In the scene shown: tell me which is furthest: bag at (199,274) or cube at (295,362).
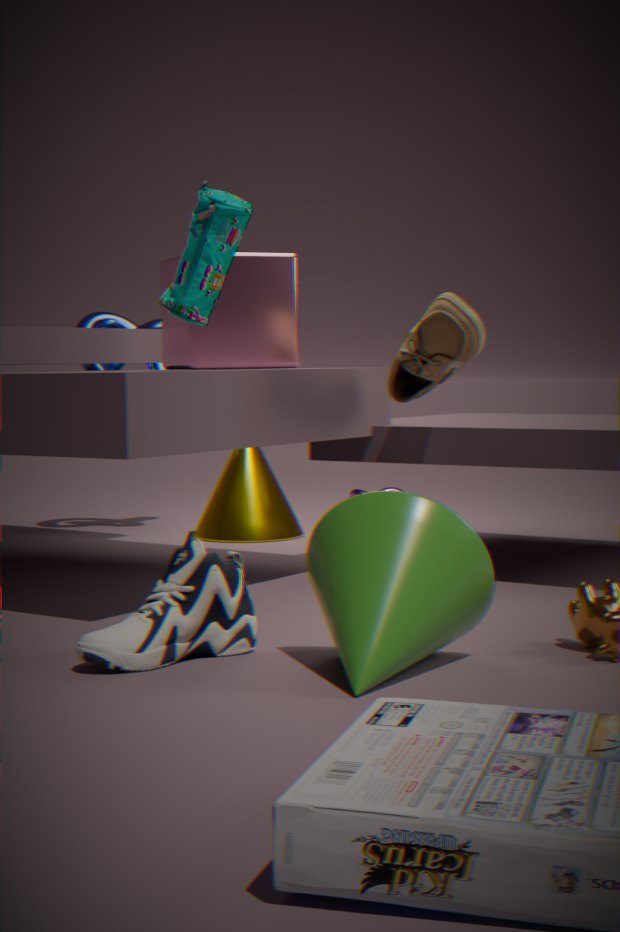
cube at (295,362)
